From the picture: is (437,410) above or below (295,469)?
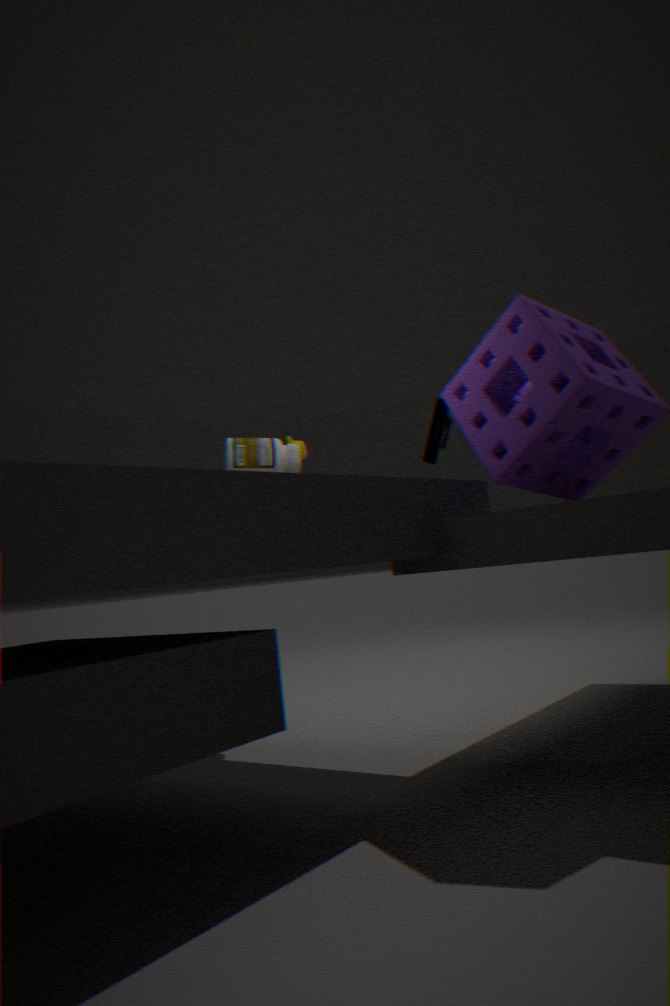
below
